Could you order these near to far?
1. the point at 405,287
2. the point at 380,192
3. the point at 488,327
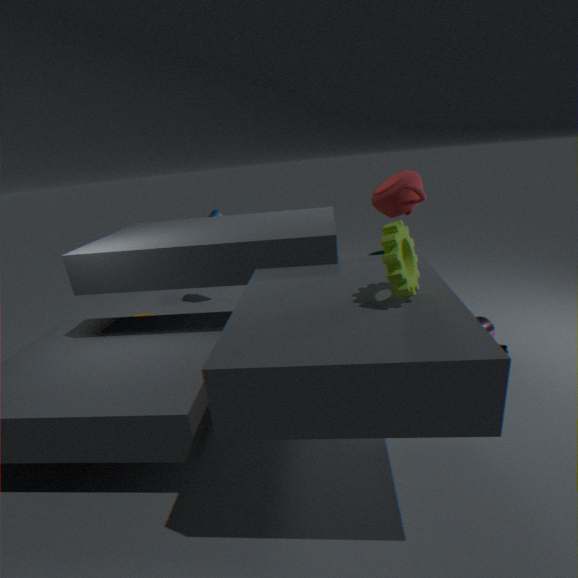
the point at 405,287 → the point at 380,192 → the point at 488,327
